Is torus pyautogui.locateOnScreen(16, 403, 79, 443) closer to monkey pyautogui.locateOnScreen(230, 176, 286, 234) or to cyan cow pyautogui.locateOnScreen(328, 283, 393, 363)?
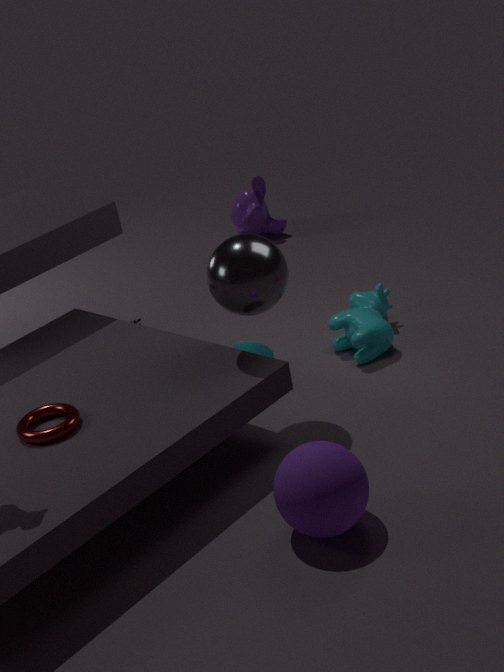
cyan cow pyautogui.locateOnScreen(328, 283, 393, 363)
